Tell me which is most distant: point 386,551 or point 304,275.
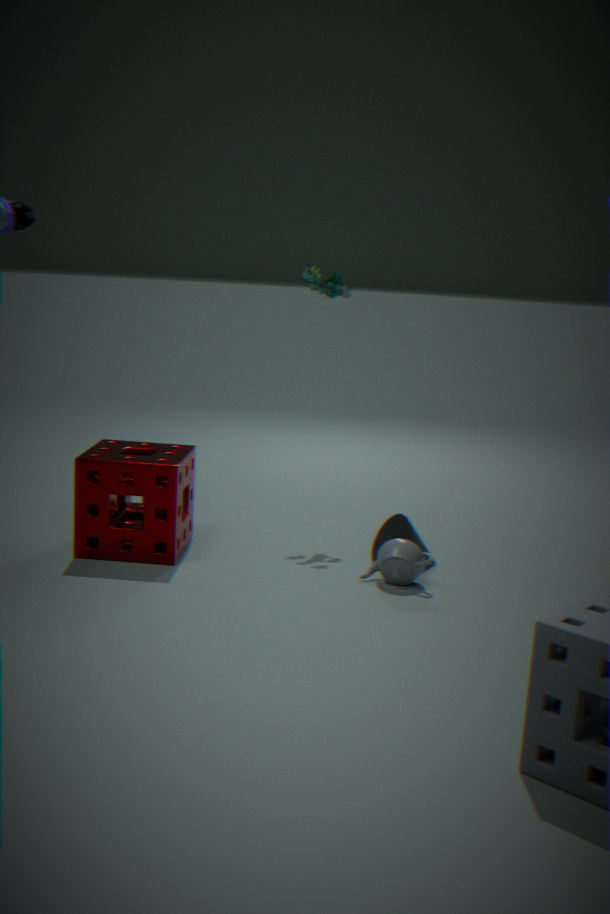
point 304,275
